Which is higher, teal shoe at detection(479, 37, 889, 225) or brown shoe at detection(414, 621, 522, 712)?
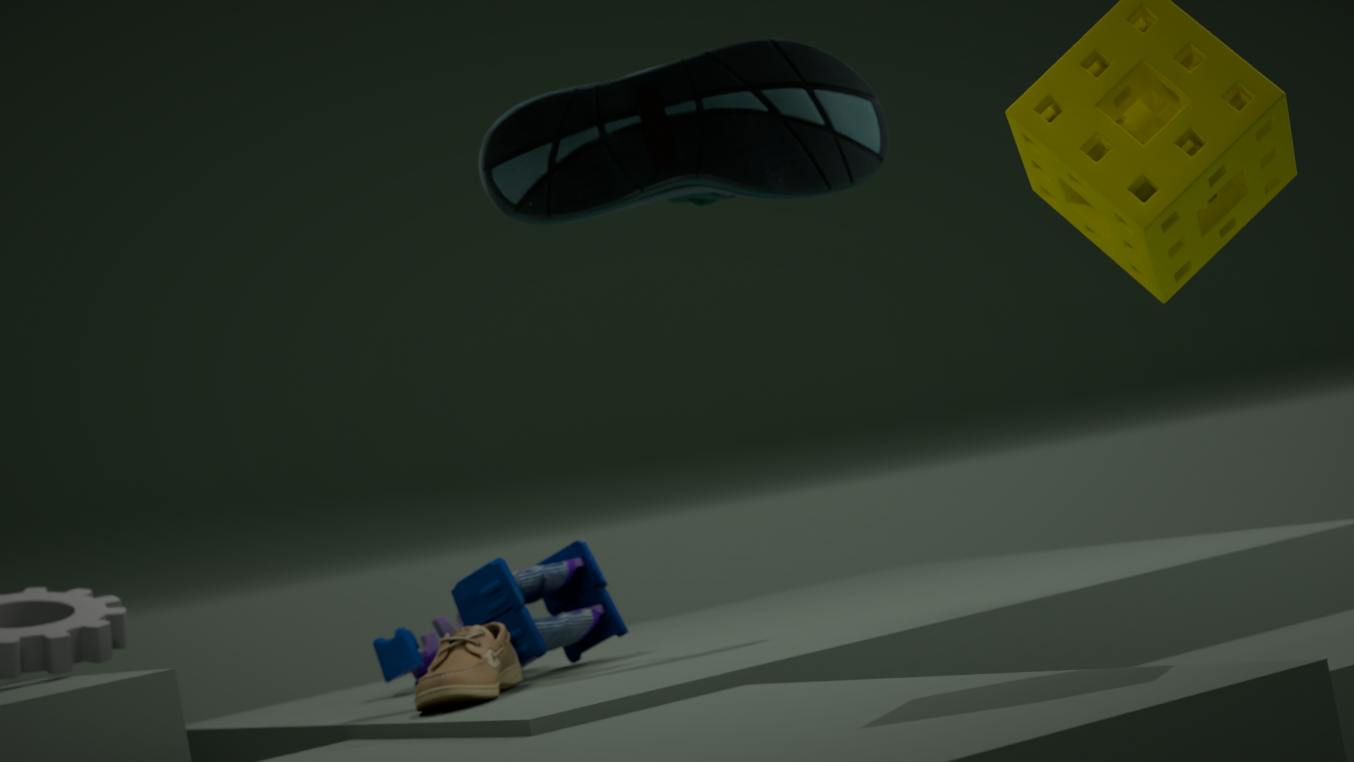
teal shoe at detection(479, 37, 889, 225)
